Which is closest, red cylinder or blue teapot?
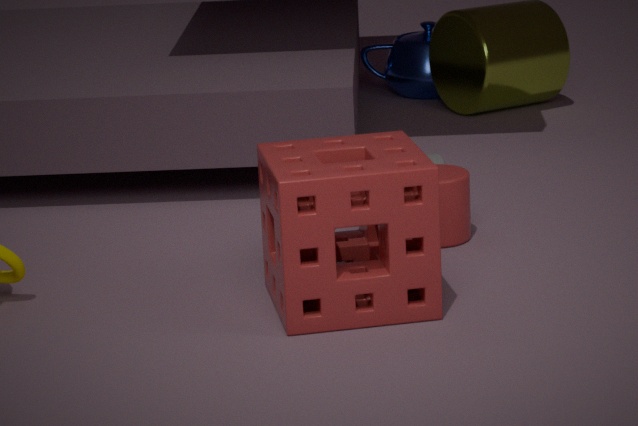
red cylinder
